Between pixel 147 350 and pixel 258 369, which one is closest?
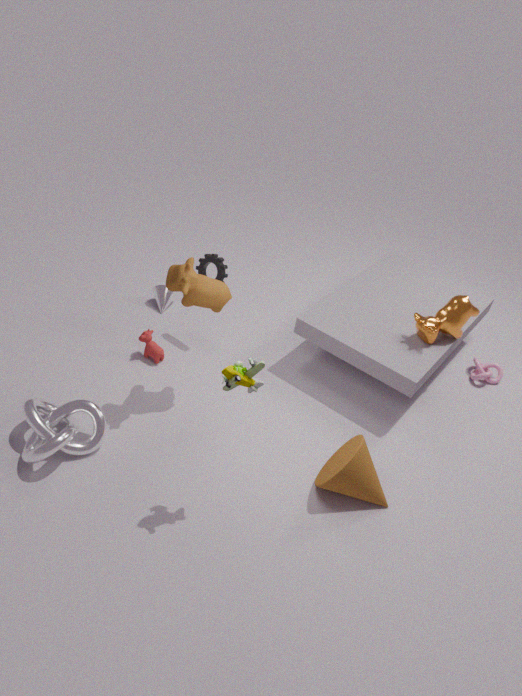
pixel 258 369
